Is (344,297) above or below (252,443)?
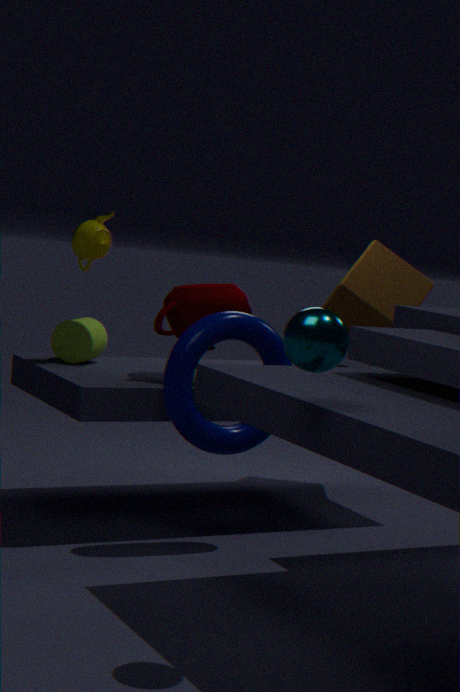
above
